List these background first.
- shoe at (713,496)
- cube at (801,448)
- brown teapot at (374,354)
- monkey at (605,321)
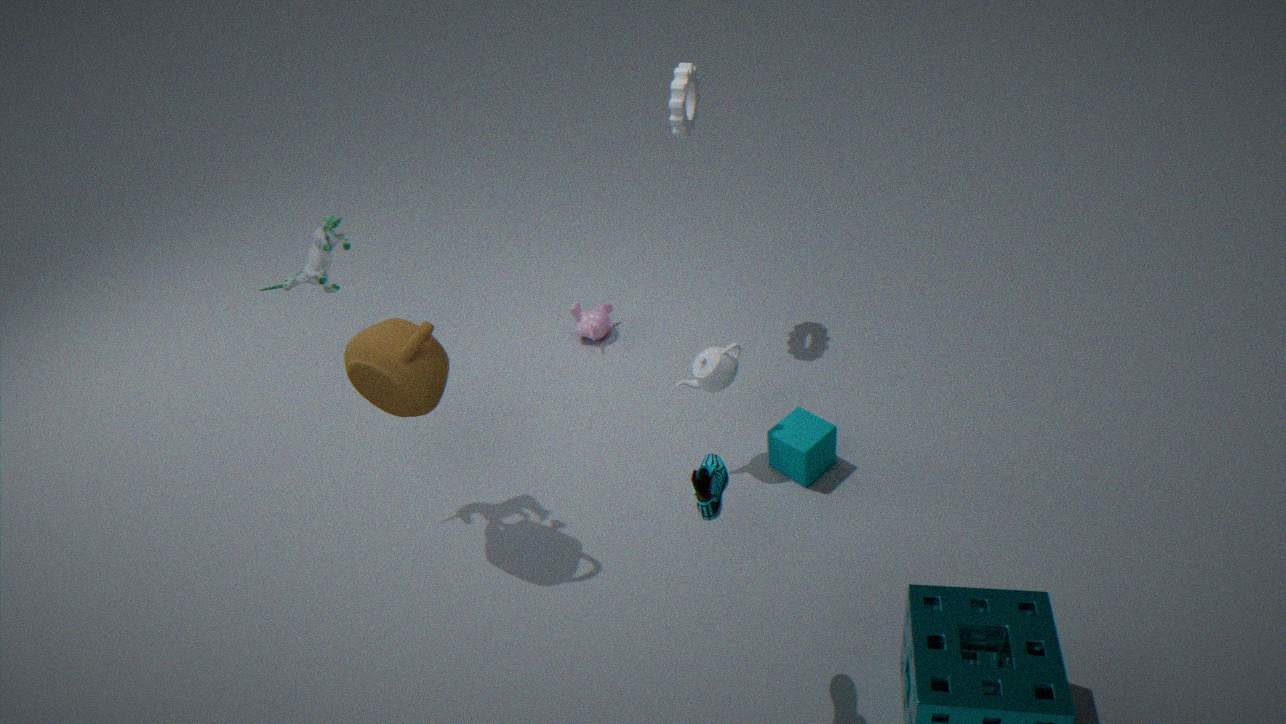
monkey at (605,321), cube at (801,448), brown teapot at (374,354), shoe at (713,496)
